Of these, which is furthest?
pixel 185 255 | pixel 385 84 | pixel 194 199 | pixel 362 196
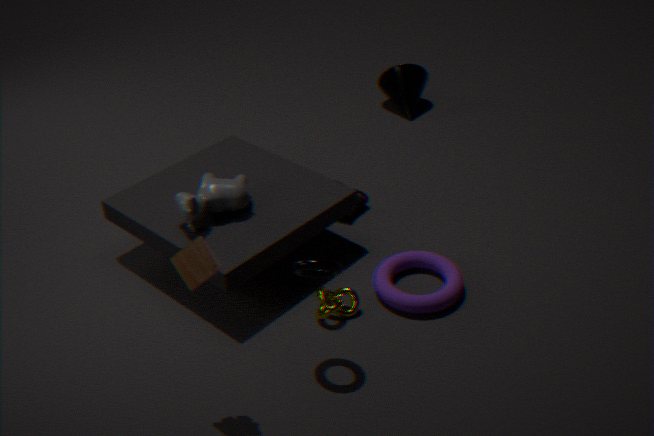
pixel 385 84
